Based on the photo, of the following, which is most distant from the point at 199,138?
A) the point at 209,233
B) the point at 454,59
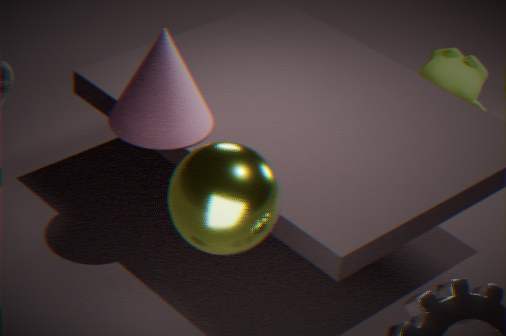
the point at 454,59
